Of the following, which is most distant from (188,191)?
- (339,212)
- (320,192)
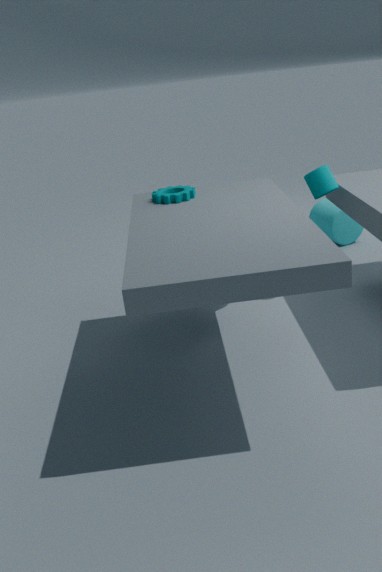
(339,212)
